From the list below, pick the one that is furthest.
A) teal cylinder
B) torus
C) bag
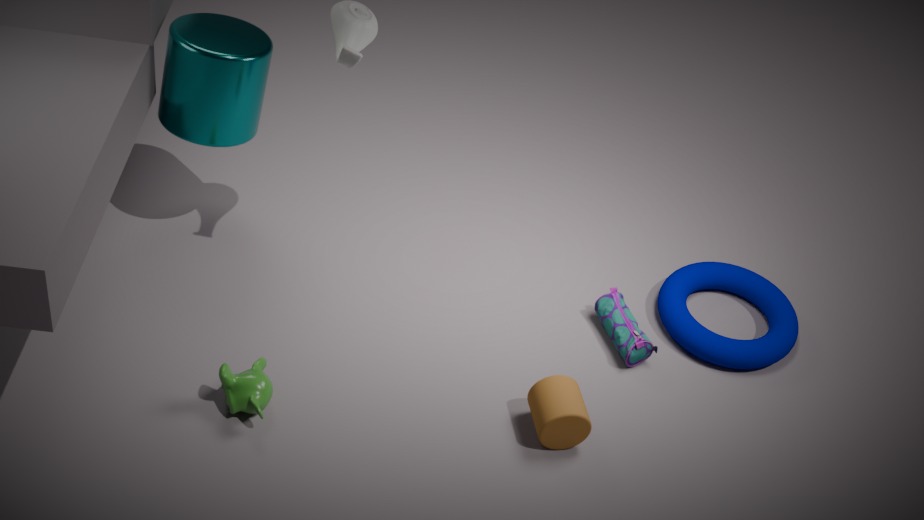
torus
